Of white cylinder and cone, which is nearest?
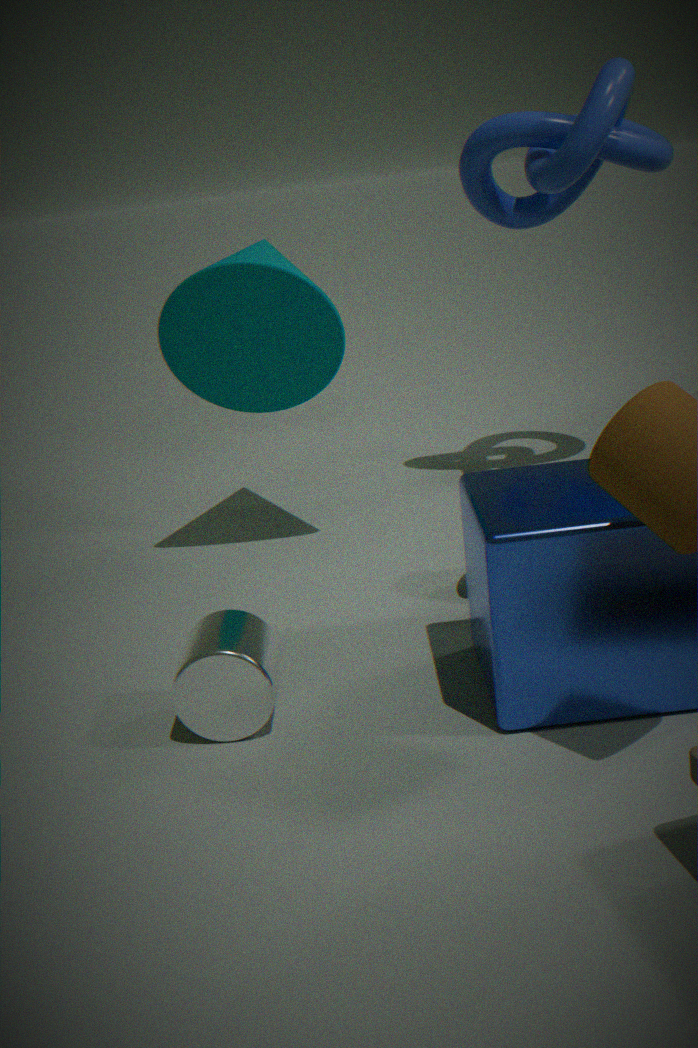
white cylinder
